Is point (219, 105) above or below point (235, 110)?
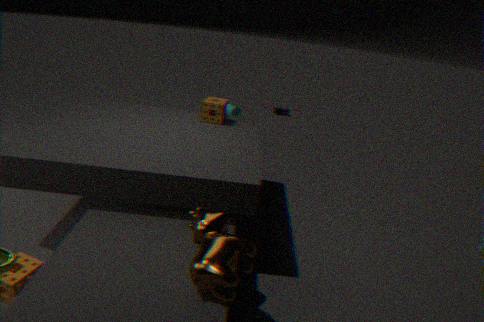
above
